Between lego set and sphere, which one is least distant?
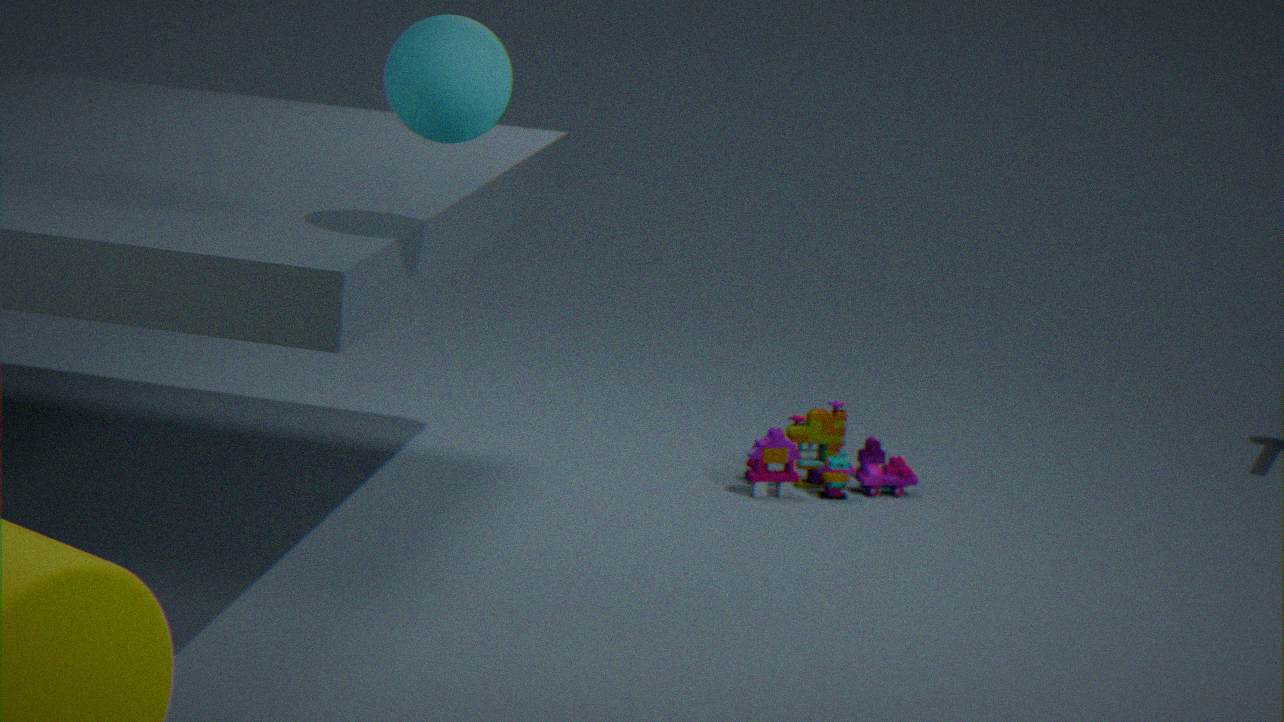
sphere
